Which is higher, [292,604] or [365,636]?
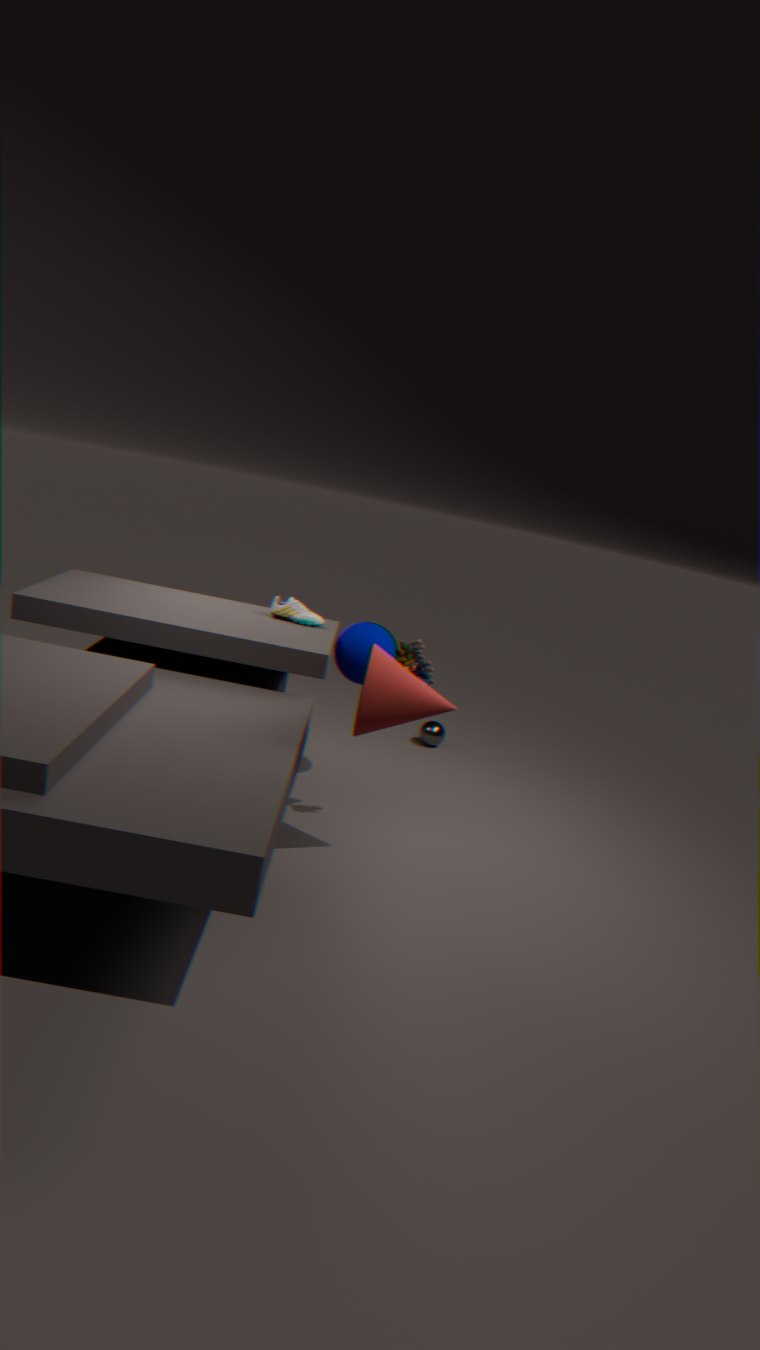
[292,604]
